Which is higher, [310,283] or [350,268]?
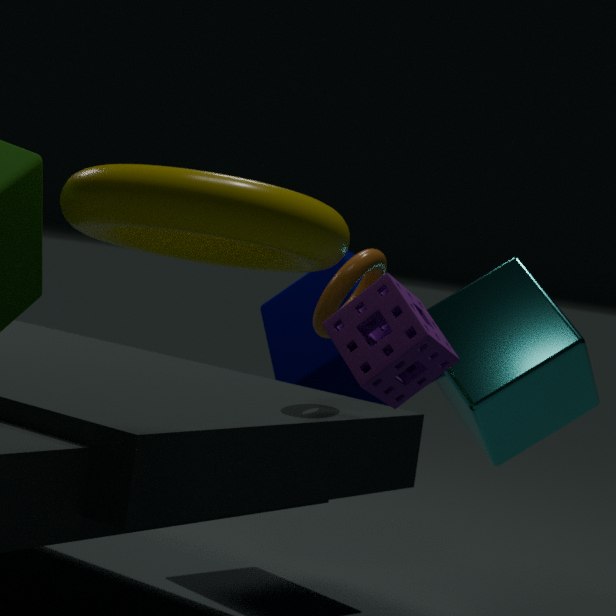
[350,268]
